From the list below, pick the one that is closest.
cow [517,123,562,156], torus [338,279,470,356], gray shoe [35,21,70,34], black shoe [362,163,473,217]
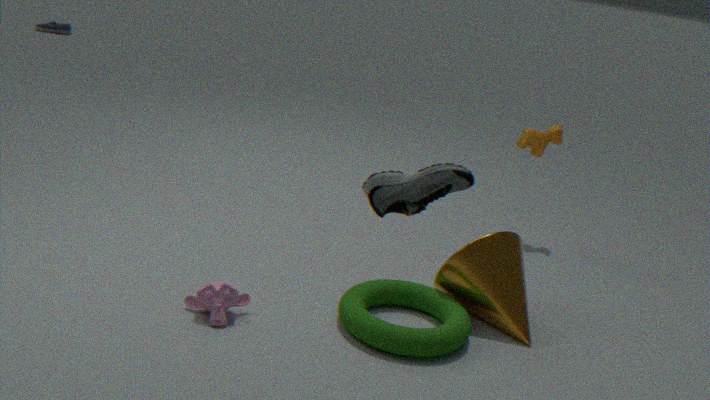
black shoe [362,163,473,217]
